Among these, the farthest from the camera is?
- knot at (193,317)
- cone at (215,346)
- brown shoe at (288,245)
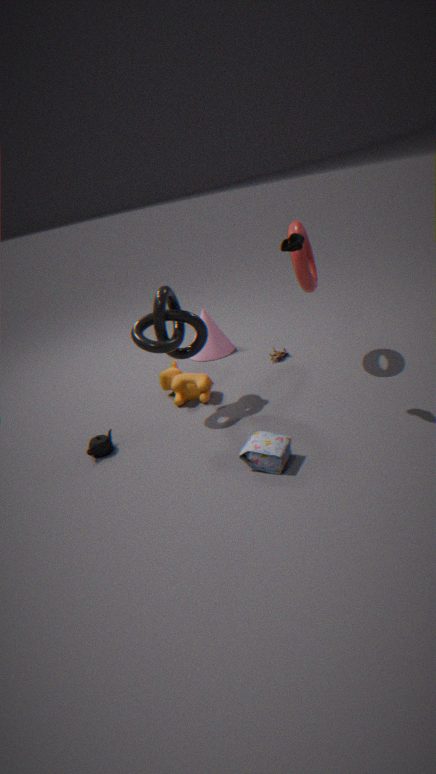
cone at (215,346)
